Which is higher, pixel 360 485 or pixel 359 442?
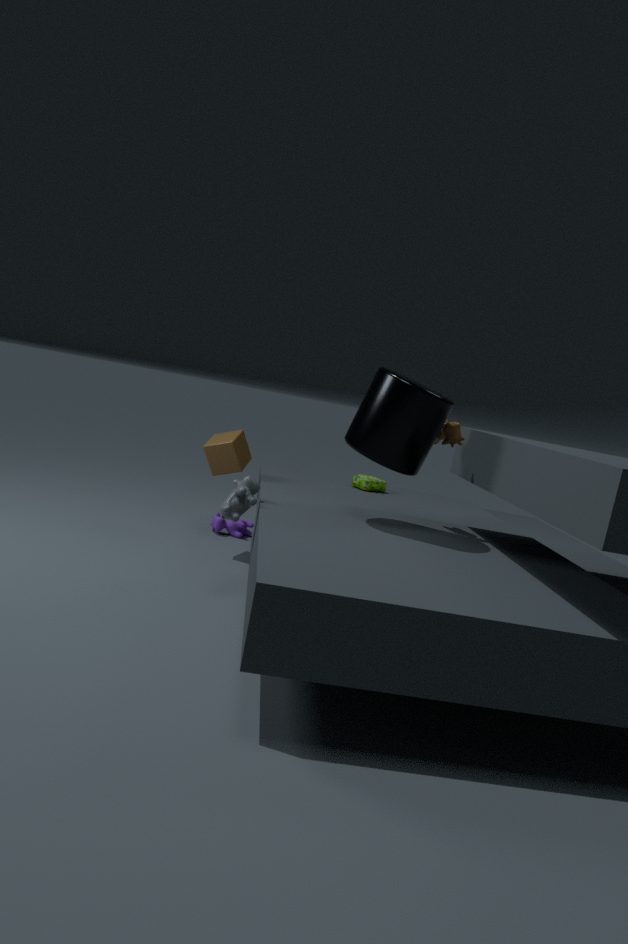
pixel 359 442
